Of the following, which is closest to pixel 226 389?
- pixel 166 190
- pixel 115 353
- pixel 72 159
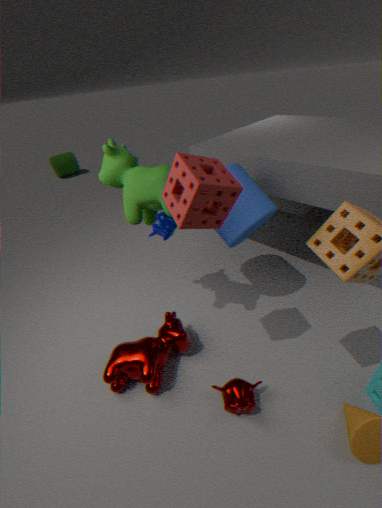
pixel 115 353
